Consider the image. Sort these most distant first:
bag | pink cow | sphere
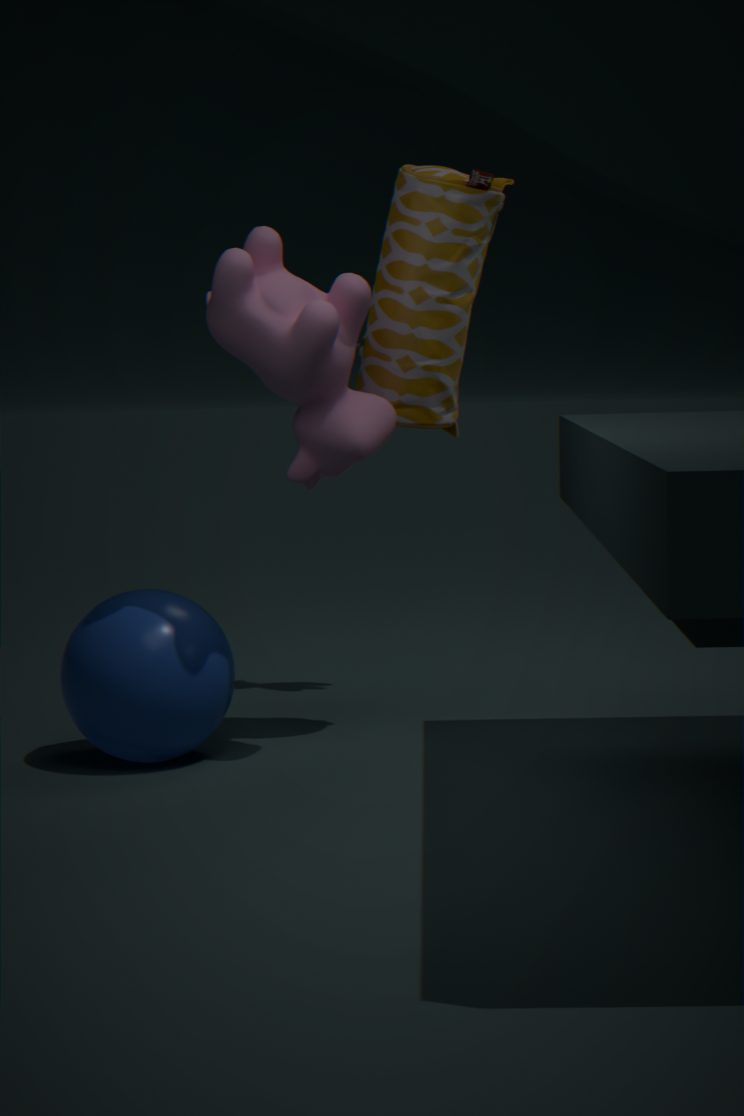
bag → sphere → pink cow
